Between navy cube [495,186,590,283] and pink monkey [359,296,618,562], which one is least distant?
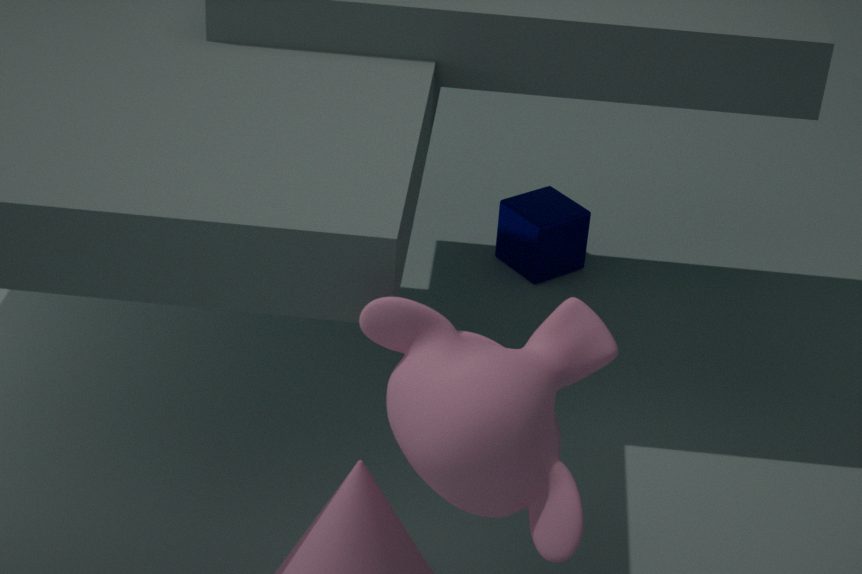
pink monkey [359,296,618,562]
